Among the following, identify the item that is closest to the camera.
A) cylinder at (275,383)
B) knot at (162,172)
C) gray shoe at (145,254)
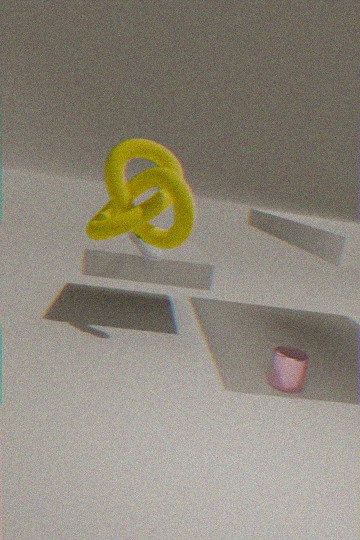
knot at (162,172)
